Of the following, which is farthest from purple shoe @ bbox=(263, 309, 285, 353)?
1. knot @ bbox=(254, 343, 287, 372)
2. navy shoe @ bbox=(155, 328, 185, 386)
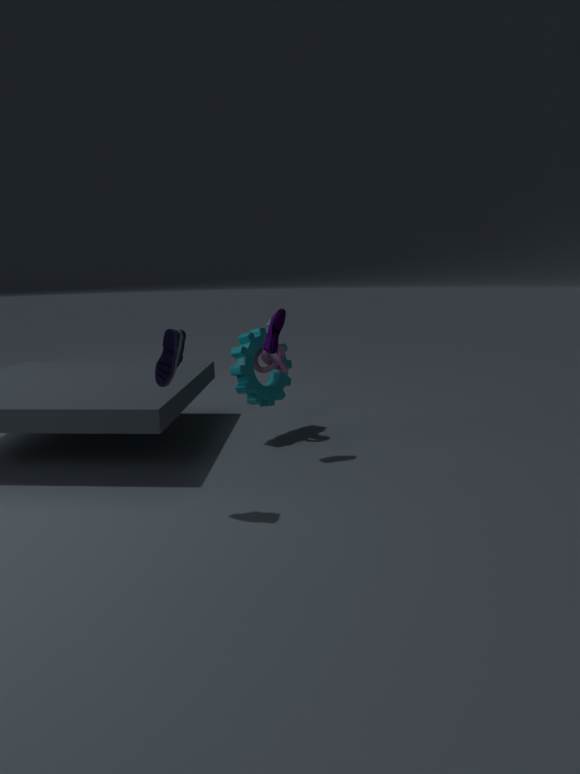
navy shoe @ bbox=(155, 328, 185, 386)
